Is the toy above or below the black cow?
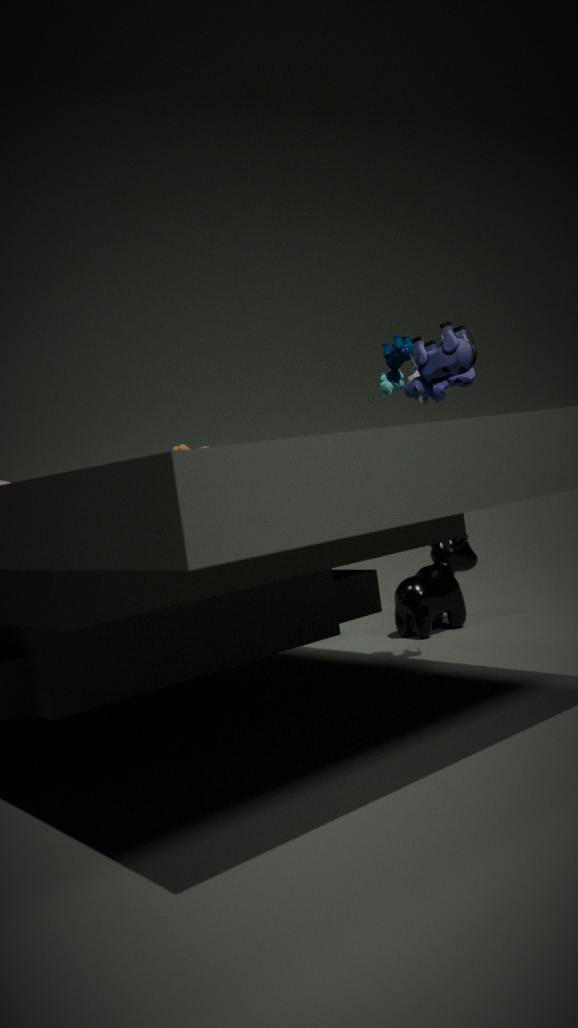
above
